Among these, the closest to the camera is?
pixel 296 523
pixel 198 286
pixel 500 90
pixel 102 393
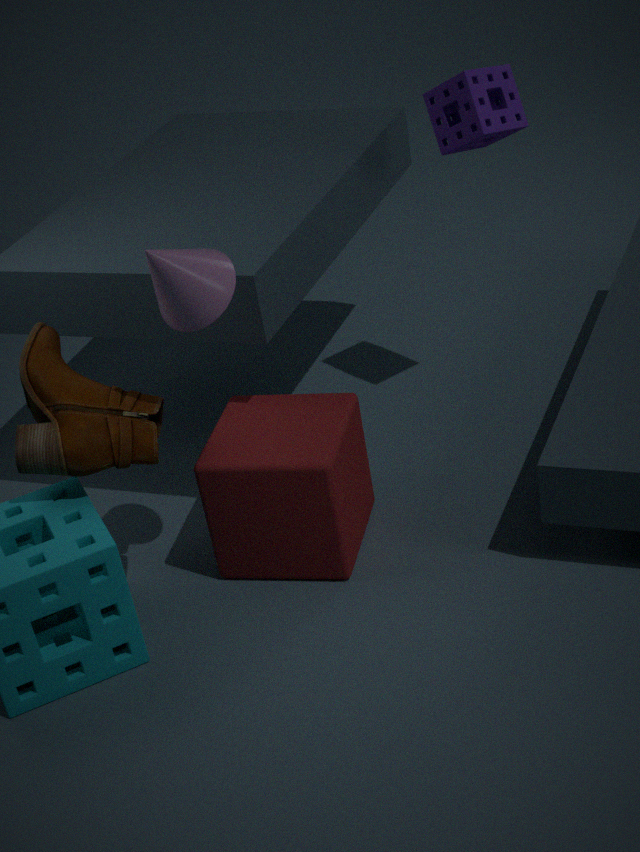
pixel 198 286
